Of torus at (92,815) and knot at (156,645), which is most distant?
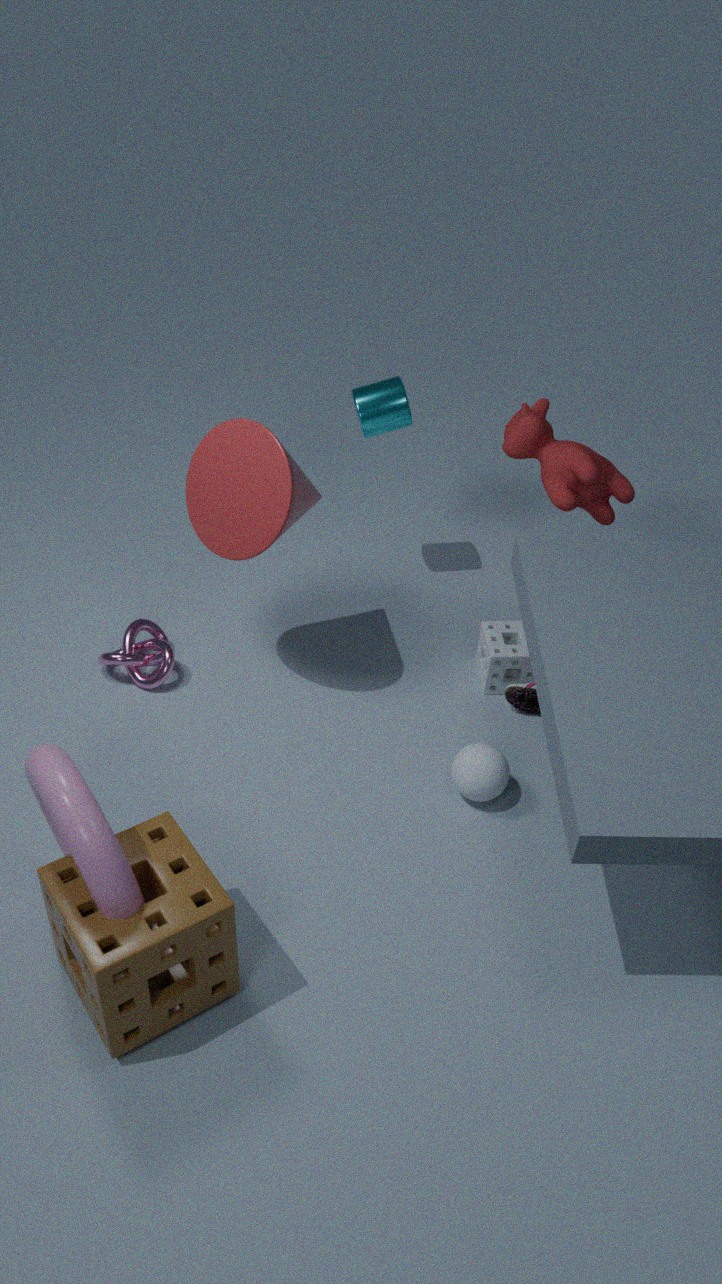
knot at (156,645)
